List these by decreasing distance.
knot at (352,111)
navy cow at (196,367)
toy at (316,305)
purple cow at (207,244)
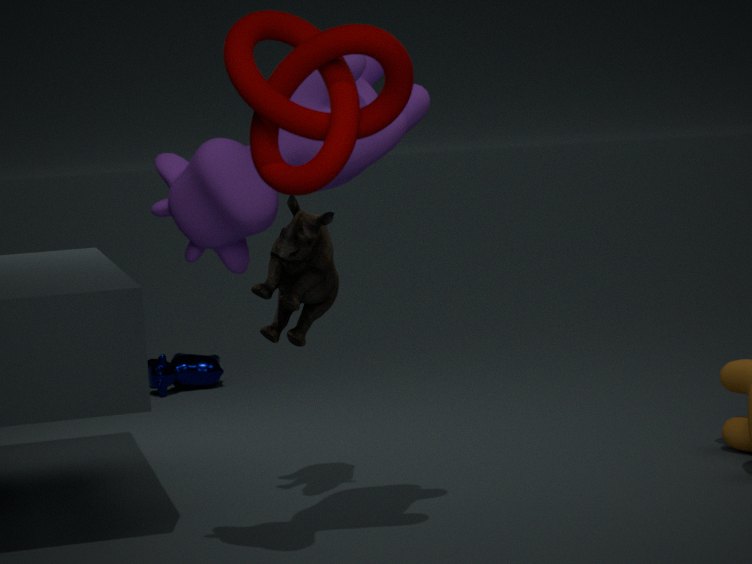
navy cow at (196,367) < toy at (316,305) < purple cow at (207,244) < knot at (352,111)
